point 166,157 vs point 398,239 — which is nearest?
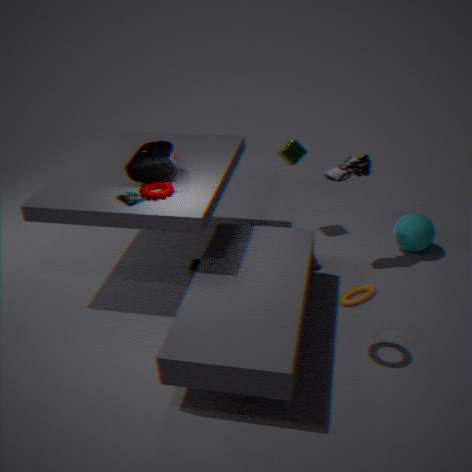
point 166,157
